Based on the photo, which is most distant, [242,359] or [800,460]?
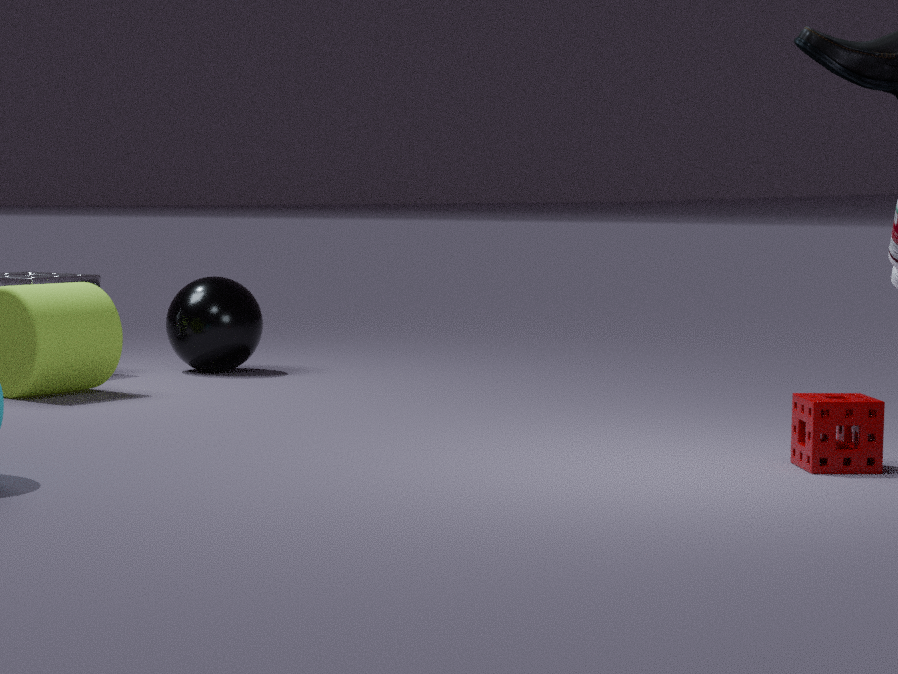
[242,359]
